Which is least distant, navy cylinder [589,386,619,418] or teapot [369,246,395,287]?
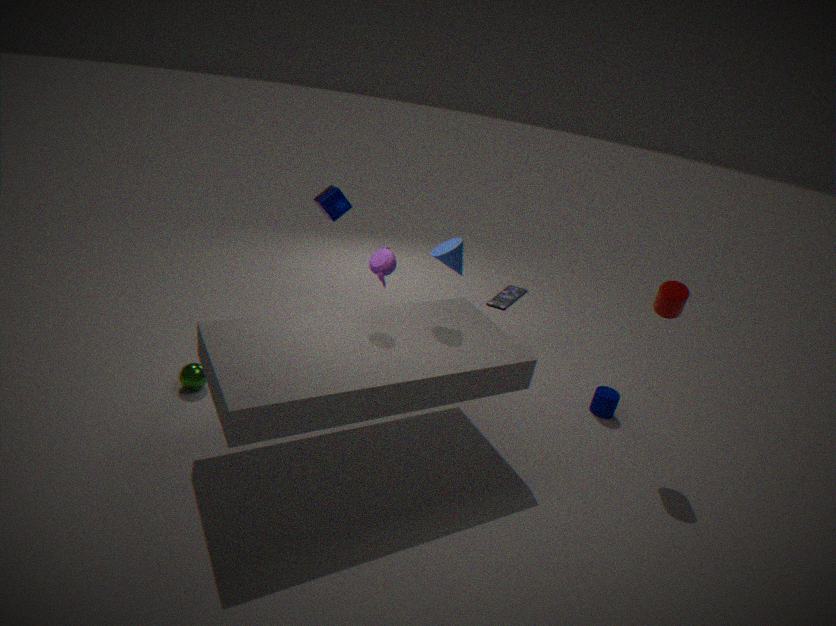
teapot [369,246,395,287]
